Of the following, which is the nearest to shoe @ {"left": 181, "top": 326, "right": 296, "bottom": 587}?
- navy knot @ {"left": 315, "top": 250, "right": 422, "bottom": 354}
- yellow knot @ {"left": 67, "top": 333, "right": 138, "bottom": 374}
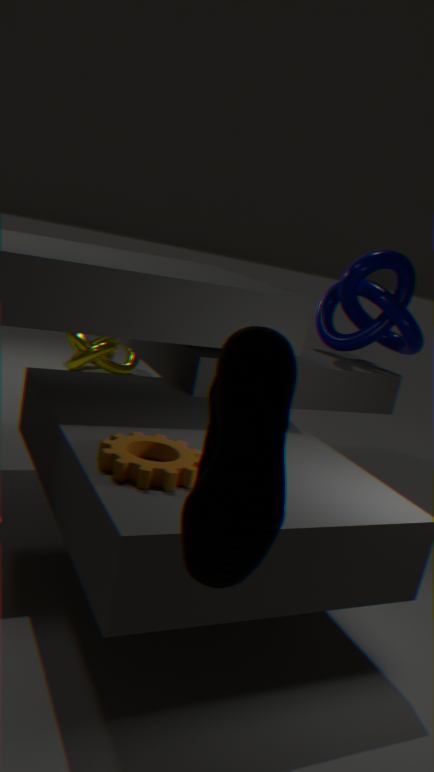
navy knot @ {"left": 315, "top": 250, "right": 422, "bottom": 354}
